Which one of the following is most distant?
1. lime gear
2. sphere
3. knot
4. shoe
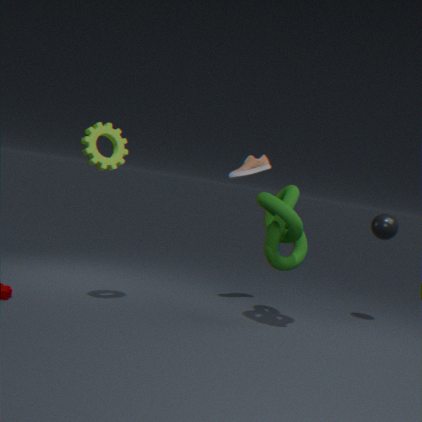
sphere
